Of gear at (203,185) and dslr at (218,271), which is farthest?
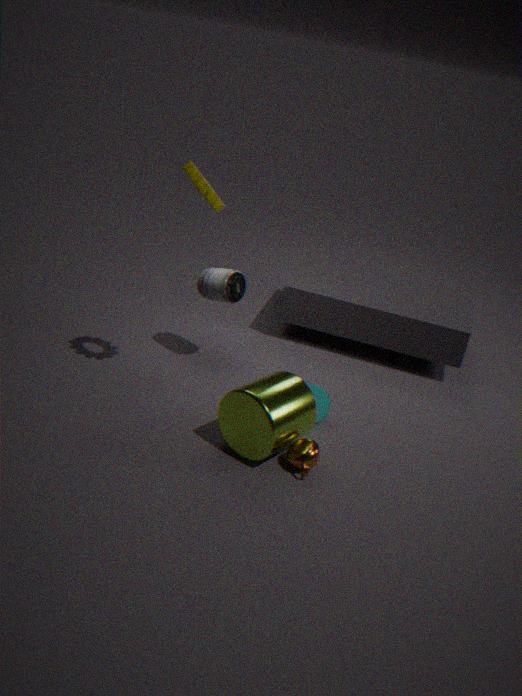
dslr at (218,271)
